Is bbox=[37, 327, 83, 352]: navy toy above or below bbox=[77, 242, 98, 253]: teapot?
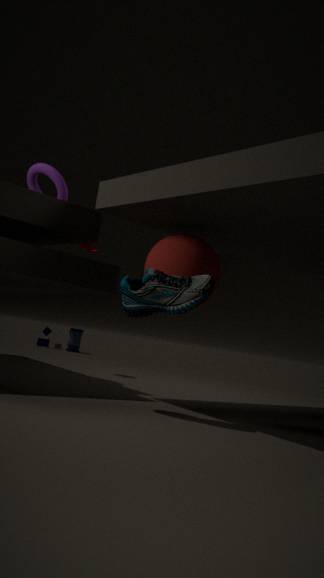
below
